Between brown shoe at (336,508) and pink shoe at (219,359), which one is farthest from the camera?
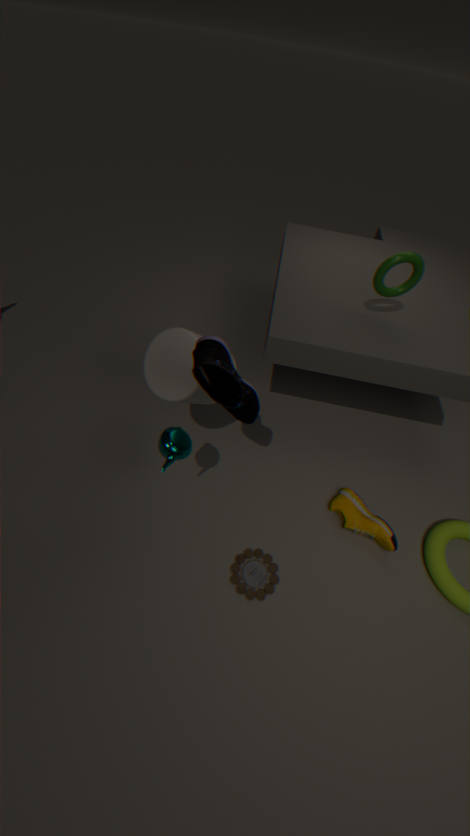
brown shoe at (336,508)
